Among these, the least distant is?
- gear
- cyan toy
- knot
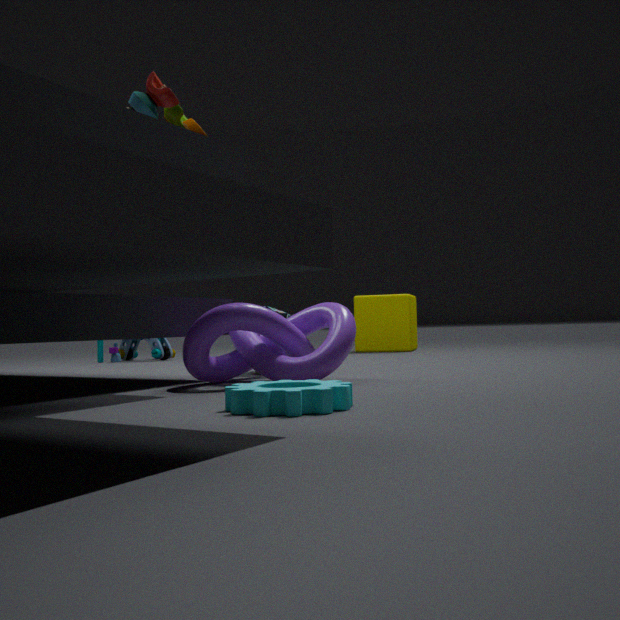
gear
